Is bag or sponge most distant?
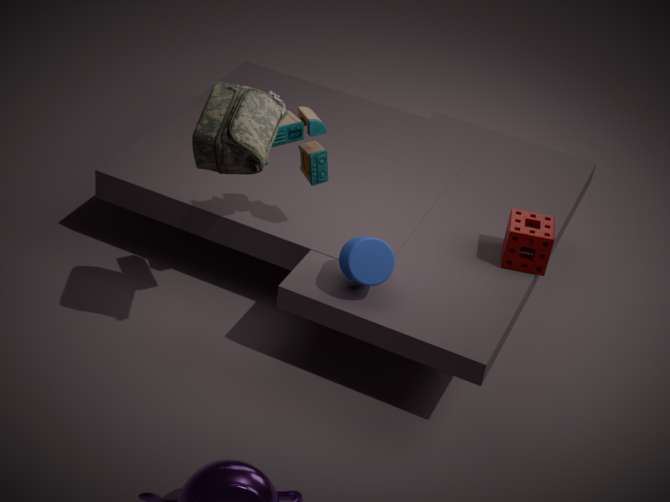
sponge
